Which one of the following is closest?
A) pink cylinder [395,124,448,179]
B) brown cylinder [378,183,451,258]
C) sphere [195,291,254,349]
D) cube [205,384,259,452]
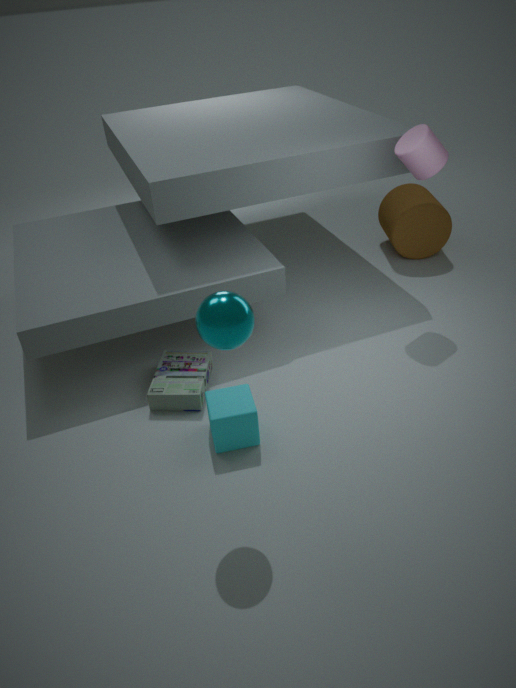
sphere [195,291,254,349]
